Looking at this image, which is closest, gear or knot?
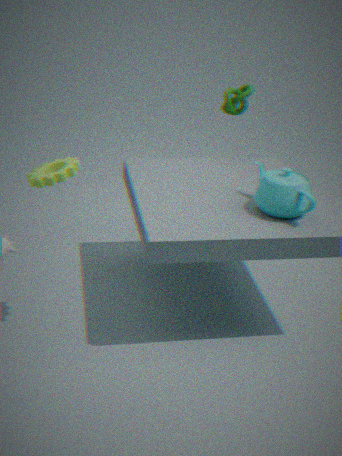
gear
